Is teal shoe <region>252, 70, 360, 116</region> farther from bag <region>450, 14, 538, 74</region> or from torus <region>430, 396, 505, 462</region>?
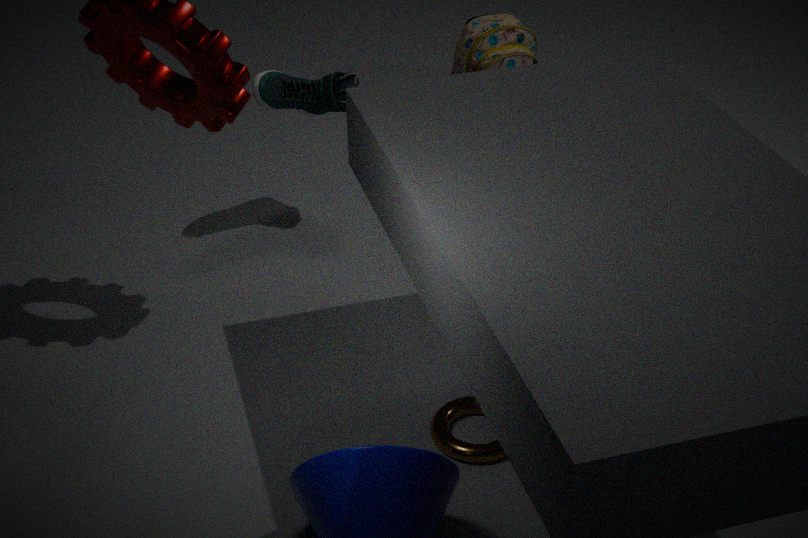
torus <region>430, 396, 505, 462</region>
